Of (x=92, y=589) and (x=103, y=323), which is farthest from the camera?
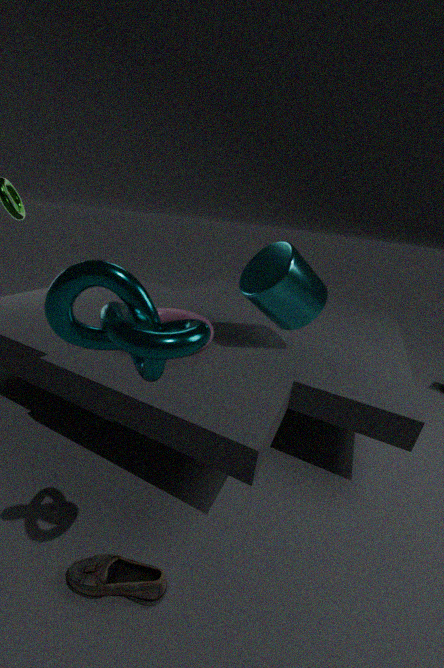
(x=92, y=589)
